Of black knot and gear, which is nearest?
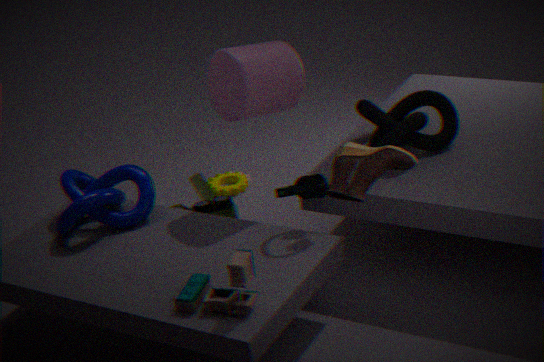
black knot
